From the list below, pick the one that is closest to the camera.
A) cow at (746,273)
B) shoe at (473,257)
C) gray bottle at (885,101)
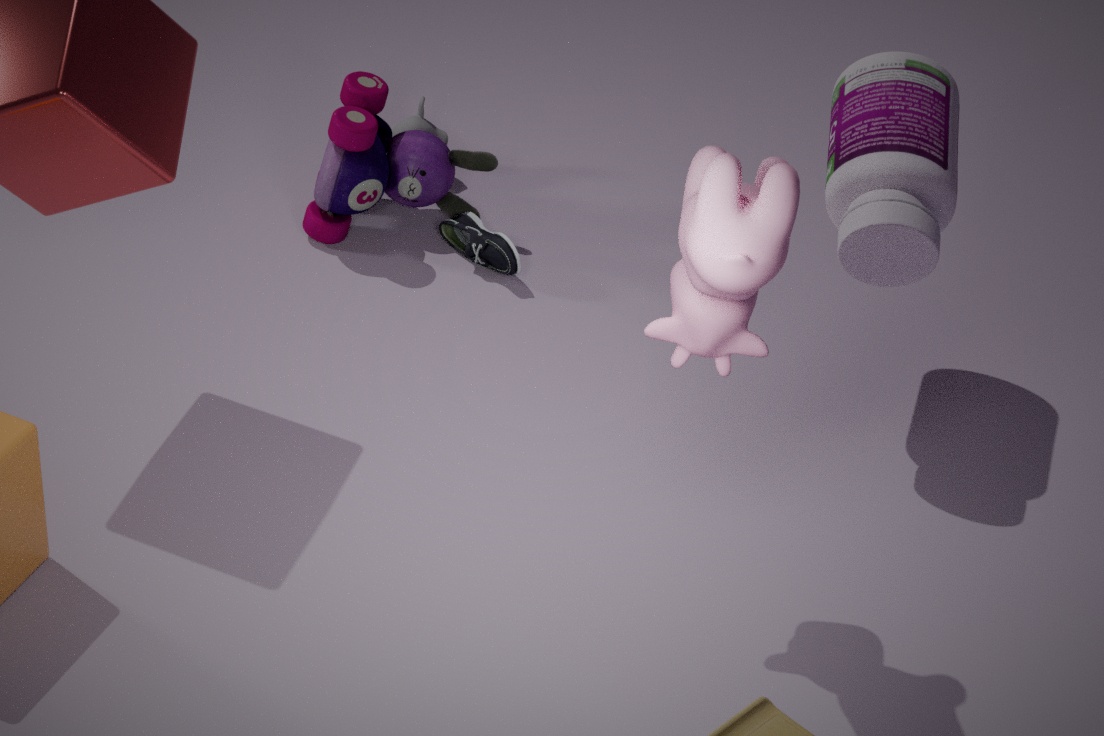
cow at (746,273)
